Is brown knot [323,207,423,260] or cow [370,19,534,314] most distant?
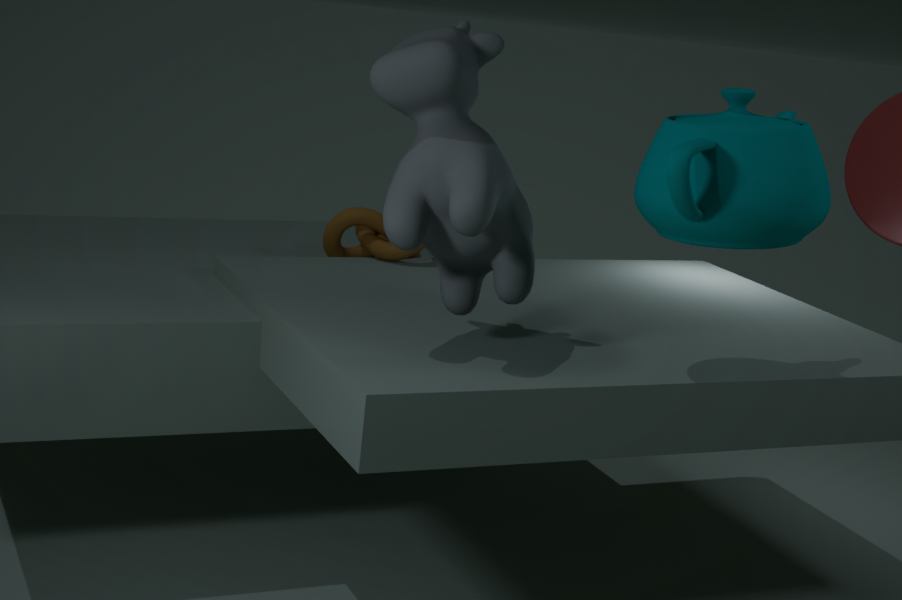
brown knot [323,207,423,260]
